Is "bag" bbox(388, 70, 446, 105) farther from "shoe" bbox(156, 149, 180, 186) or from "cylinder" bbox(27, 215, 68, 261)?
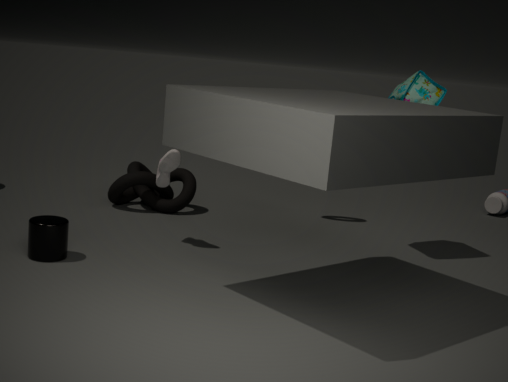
"cylinder" bbox(27, 215, 68, 261)
